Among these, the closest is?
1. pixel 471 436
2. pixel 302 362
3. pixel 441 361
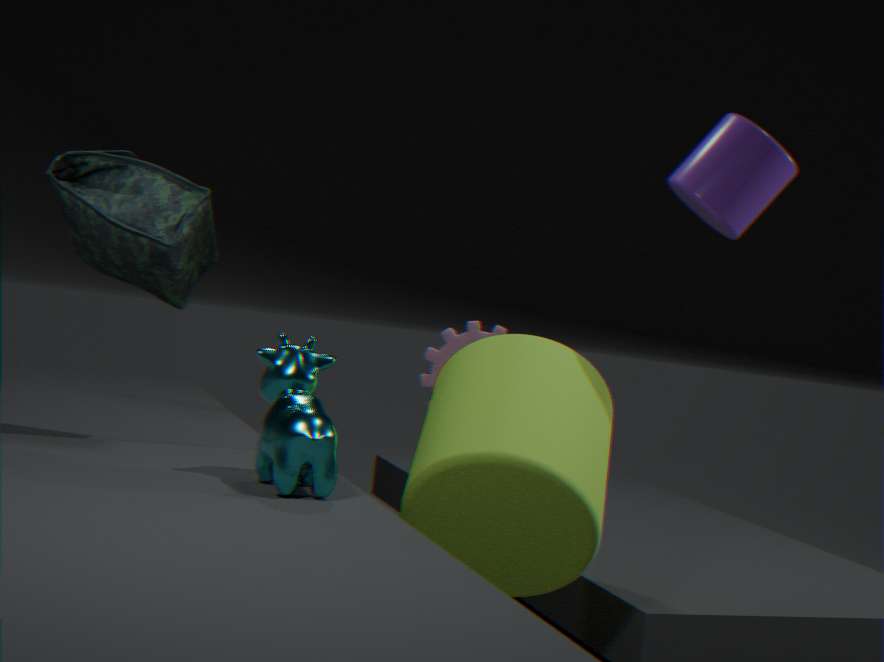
pixel 302 362
